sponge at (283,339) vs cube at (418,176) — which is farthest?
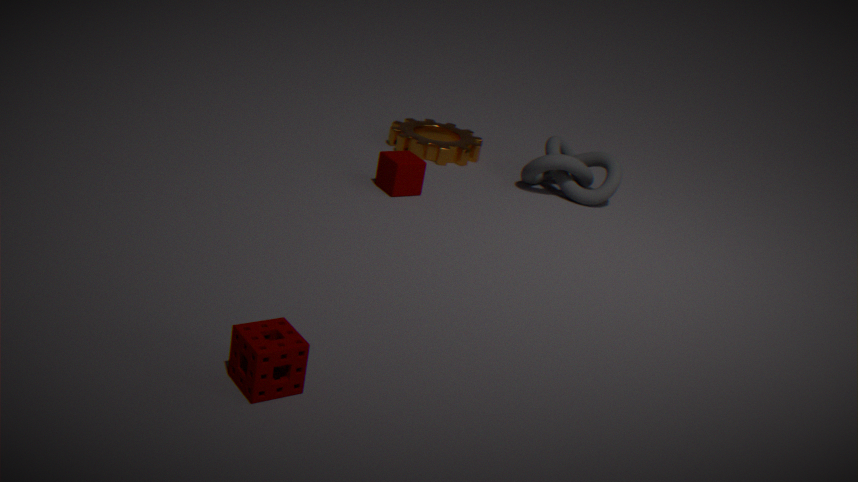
cube at (418,176)
